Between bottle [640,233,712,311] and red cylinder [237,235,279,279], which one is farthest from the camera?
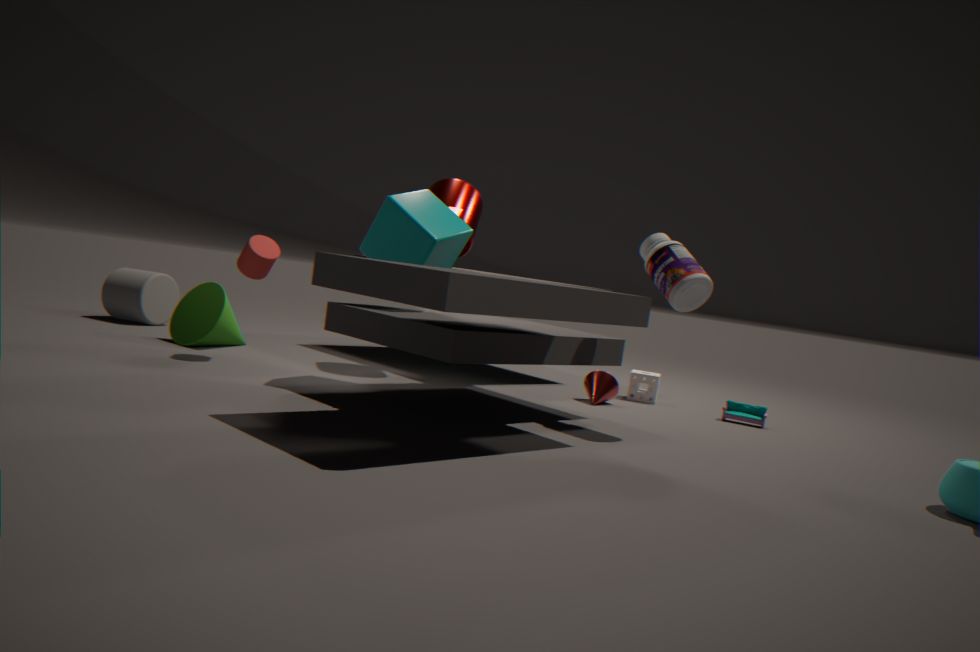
Result: red cylinder [237,235,279,279]
